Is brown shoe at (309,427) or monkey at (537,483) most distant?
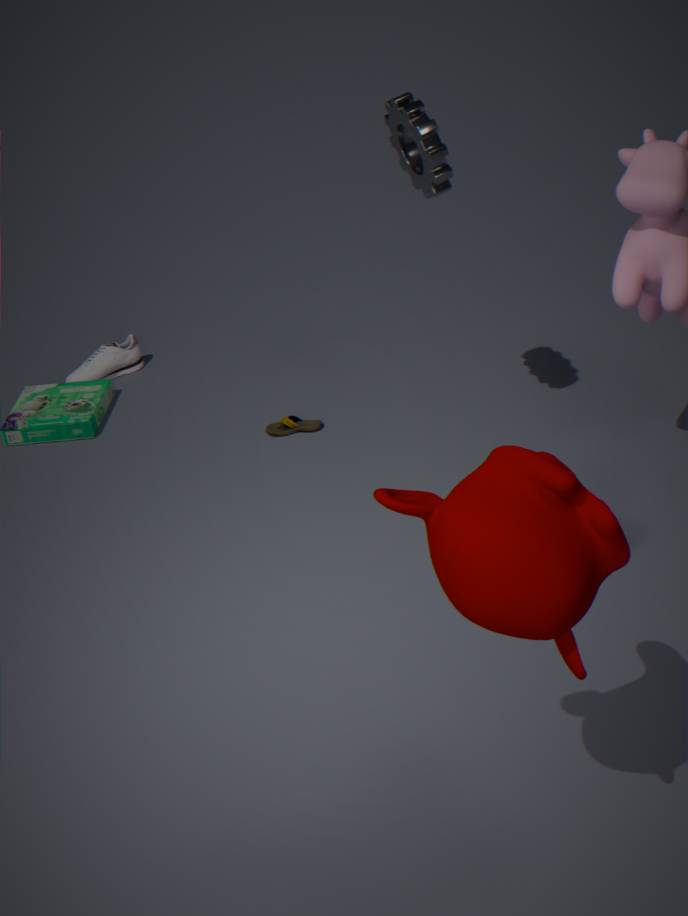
brown shoe at (309,427)
